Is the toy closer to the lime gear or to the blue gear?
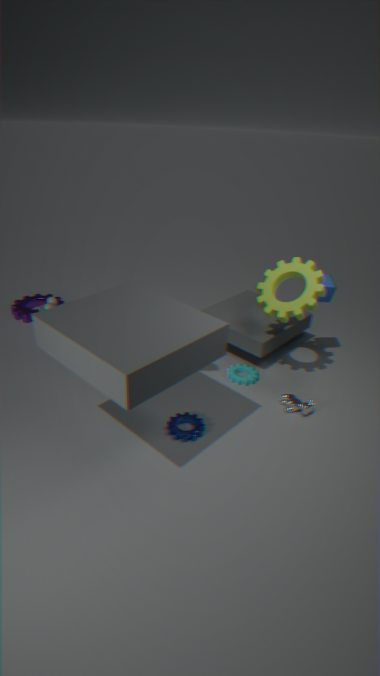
the blue gear
